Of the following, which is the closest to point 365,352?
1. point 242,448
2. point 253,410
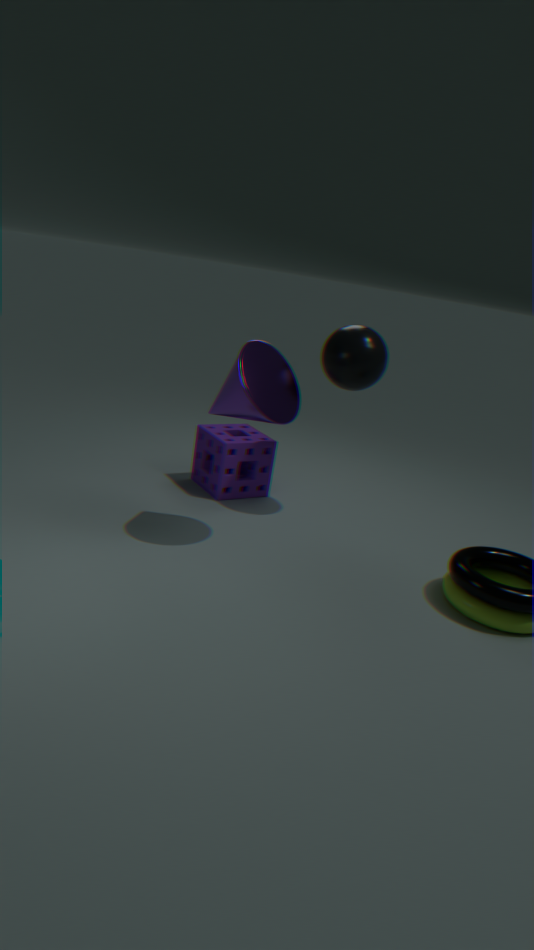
point 253,410
